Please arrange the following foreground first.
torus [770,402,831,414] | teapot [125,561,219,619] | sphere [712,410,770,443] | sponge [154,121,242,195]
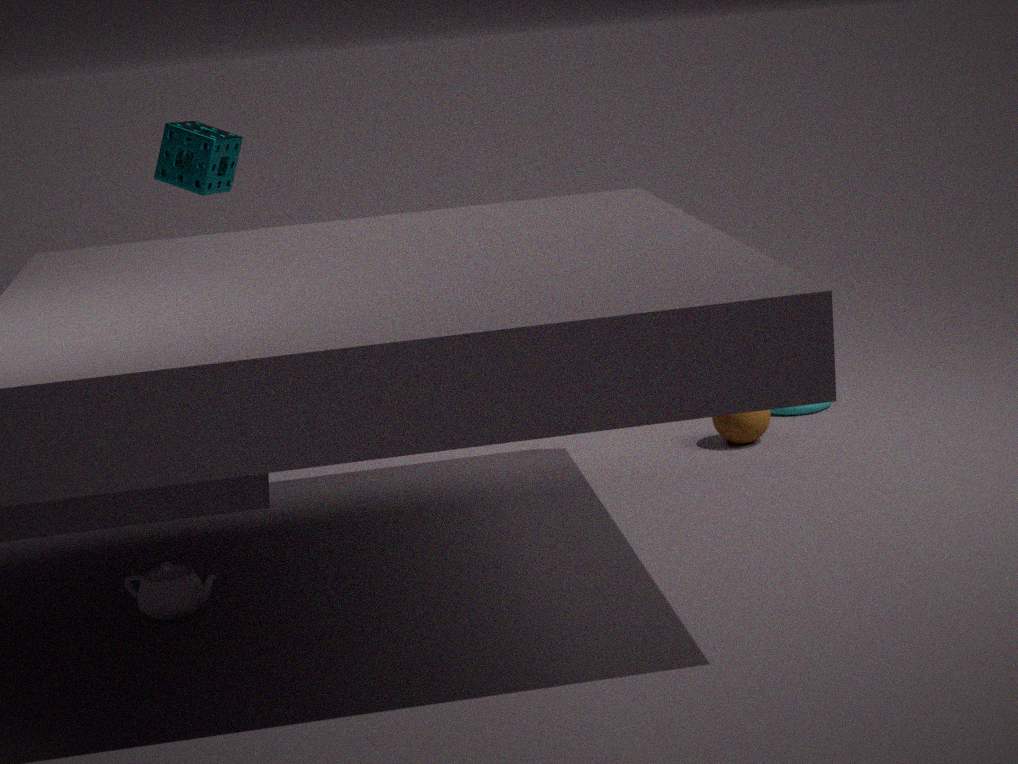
teapot [125,561,219,619], sphere [712,410,770,443], sponge [154,121,242,195], torus [770,402,831,414]
